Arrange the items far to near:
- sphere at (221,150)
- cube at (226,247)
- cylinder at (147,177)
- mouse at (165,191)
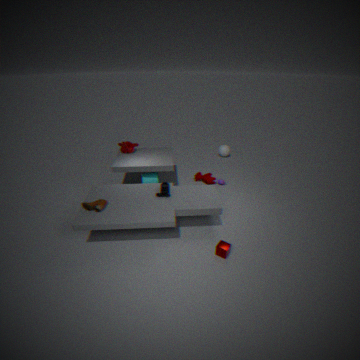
1. sphere at (221,150)
2. cylinder at (147,177)
3. mouse at (165,191)
4. cube at (226,247)
